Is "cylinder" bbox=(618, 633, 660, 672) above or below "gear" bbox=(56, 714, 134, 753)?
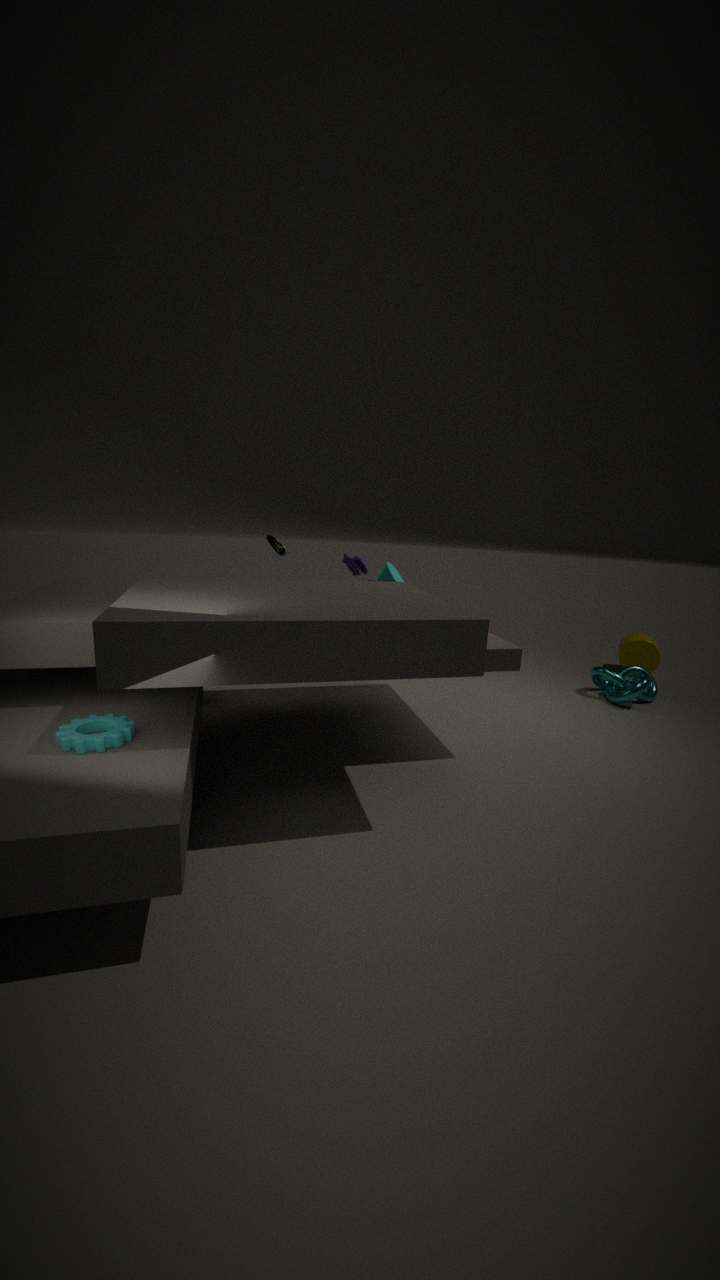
below
